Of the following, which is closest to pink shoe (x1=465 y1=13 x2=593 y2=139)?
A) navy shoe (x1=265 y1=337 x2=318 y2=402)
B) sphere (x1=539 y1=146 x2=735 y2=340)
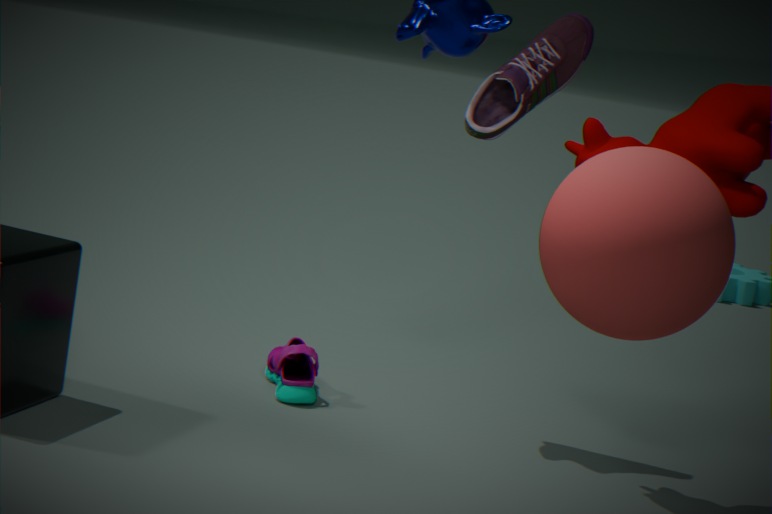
navy shoe (x1=265 y1=337 x2=318 y2=402)
